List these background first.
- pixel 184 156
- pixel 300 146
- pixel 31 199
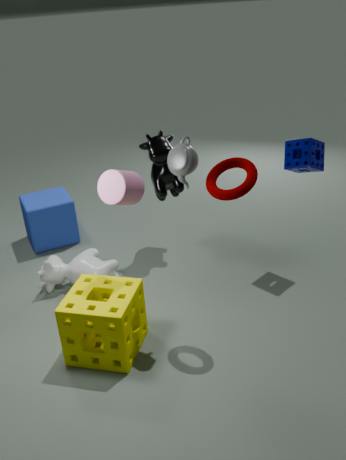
pixel 31 199 → pixel 300 146 → pixel 184 156
